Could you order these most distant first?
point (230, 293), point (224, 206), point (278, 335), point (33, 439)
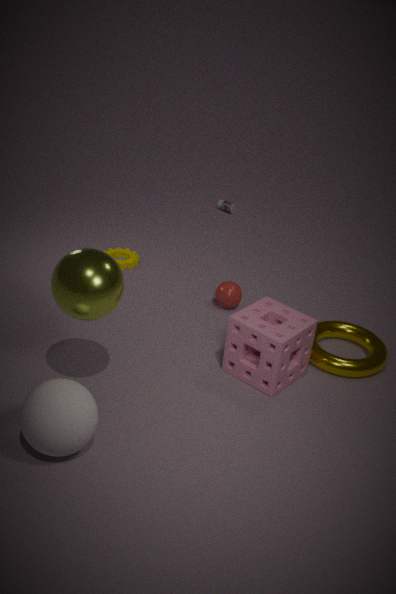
point (224, 206), point (230, 293), point (278, 335), point (33, 439)
